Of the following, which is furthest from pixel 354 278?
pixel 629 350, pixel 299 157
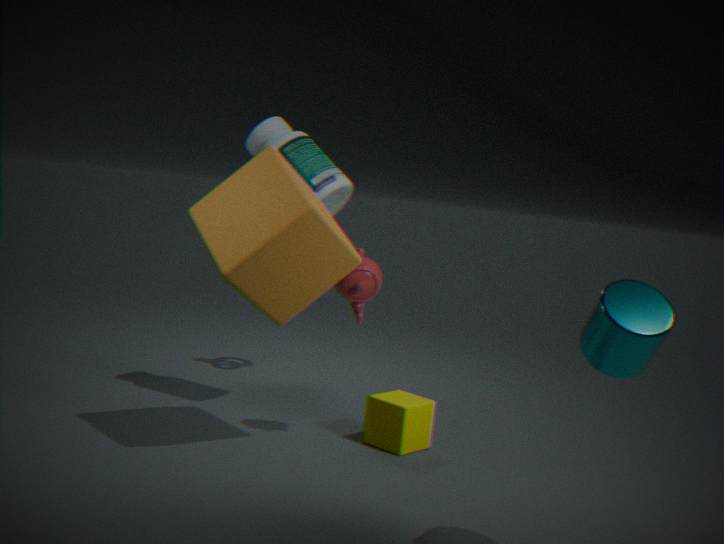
pixel 629 350
